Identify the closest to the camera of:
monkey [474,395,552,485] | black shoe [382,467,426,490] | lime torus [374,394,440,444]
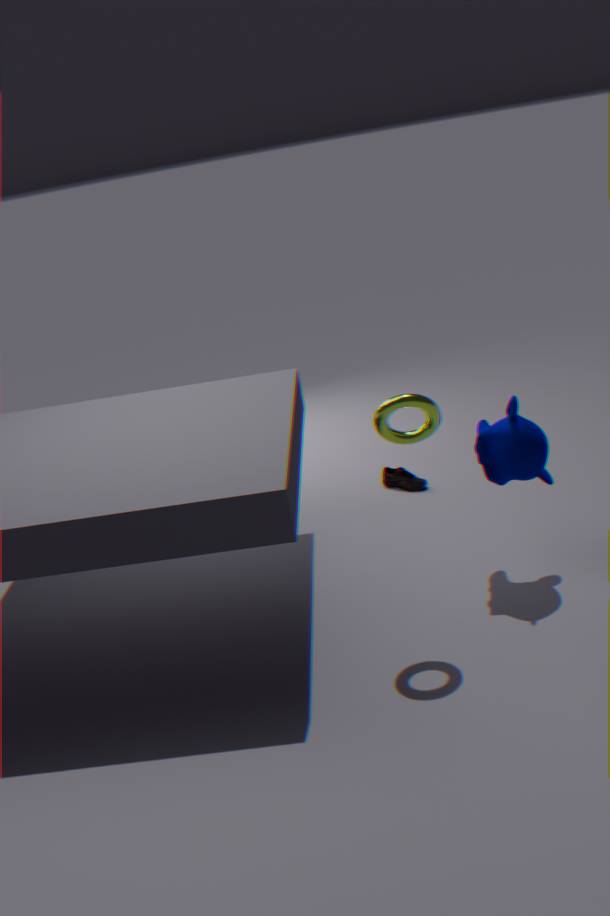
lime torus [374,394,440,444]
